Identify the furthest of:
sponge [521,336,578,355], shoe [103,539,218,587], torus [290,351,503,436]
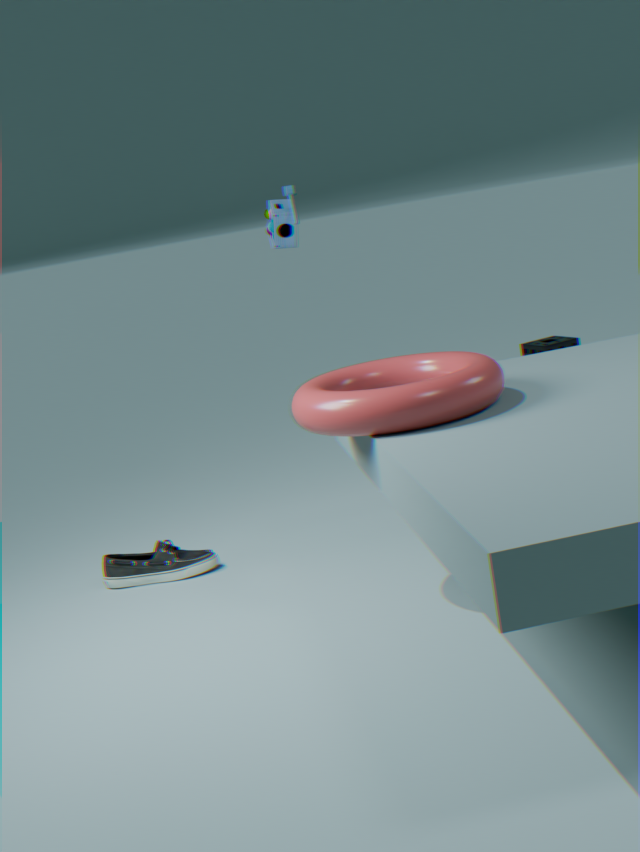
sponge [521,336,578,355]
